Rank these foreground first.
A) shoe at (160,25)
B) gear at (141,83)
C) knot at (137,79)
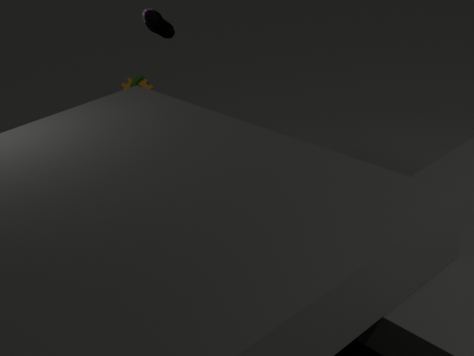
shoe at (160,25)
knot at (137,79)
gear at (141,83)
